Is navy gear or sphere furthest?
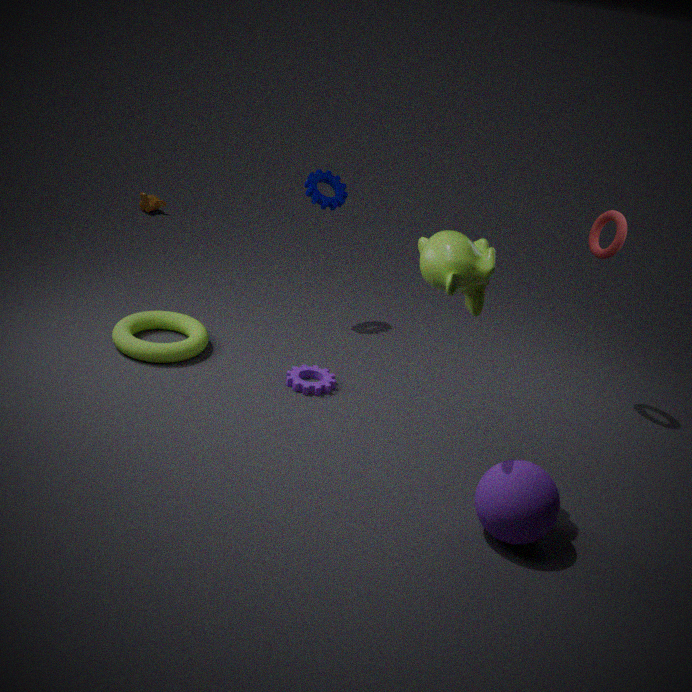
navy gear
